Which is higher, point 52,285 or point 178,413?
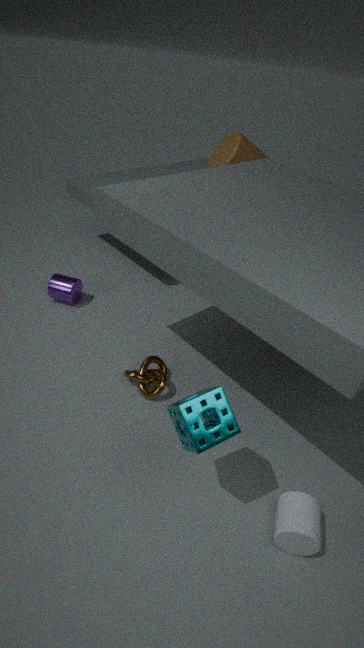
point 178,413
